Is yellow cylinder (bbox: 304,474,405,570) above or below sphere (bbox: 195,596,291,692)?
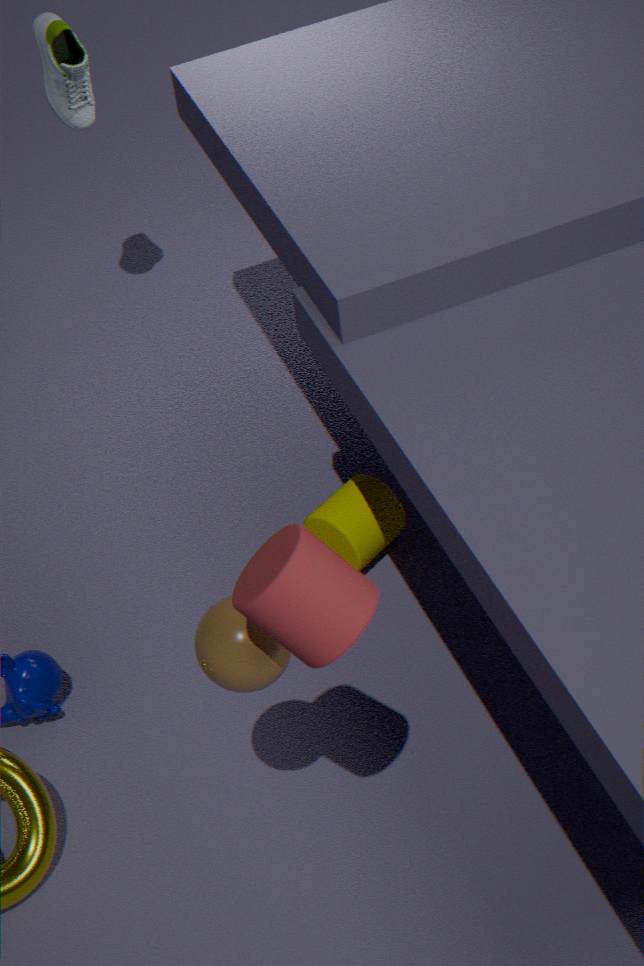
below
